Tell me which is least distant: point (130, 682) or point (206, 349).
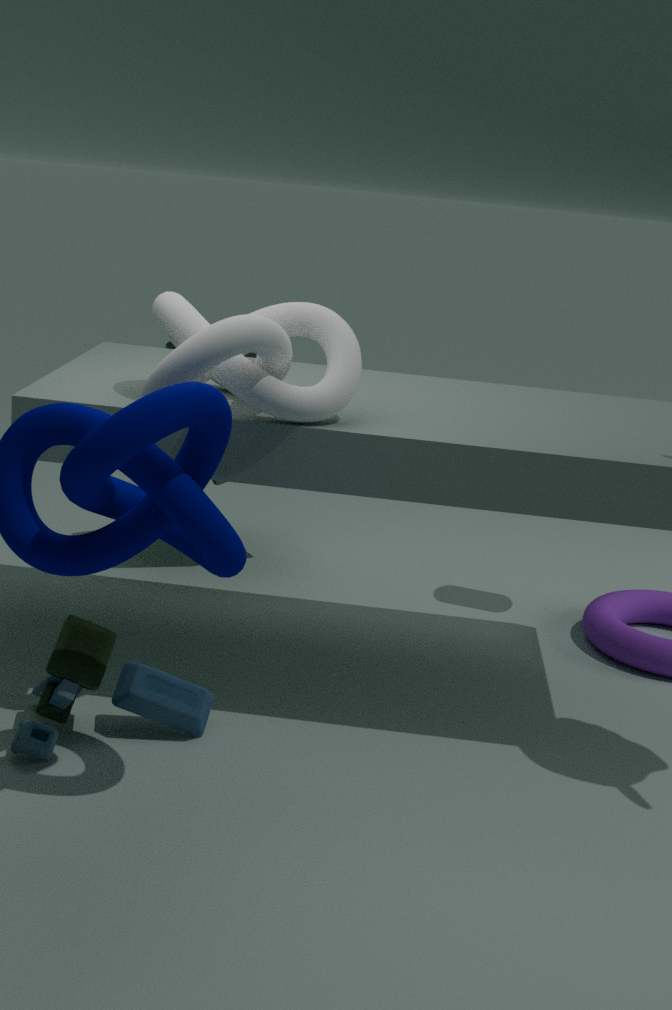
point (206, 349)
